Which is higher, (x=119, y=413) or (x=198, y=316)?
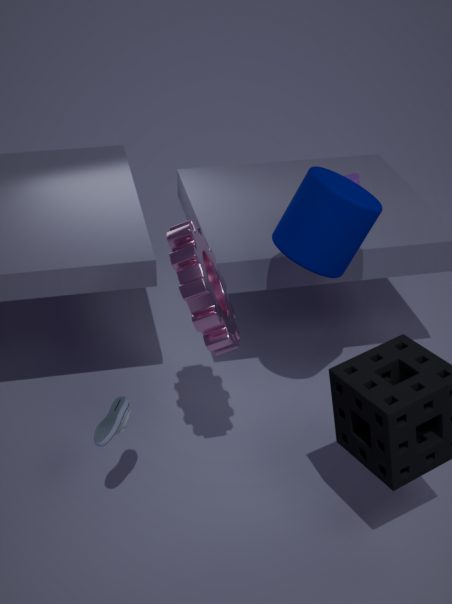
(x=198, y=316)
